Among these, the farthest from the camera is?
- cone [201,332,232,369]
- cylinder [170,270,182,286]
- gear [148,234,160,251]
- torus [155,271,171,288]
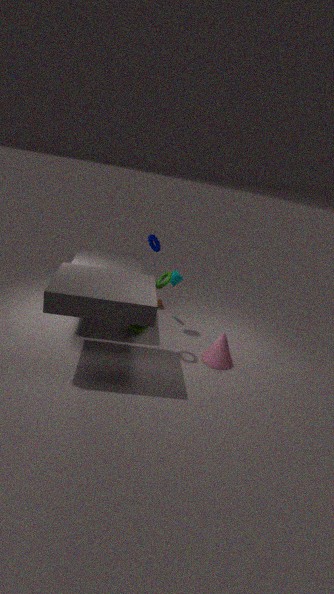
gear [148,234,160,251]
